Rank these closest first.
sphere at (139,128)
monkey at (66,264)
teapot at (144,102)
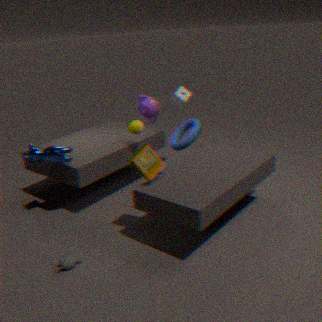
monkey at (66,264), sphere at (139,128), teapot at (144,102)
